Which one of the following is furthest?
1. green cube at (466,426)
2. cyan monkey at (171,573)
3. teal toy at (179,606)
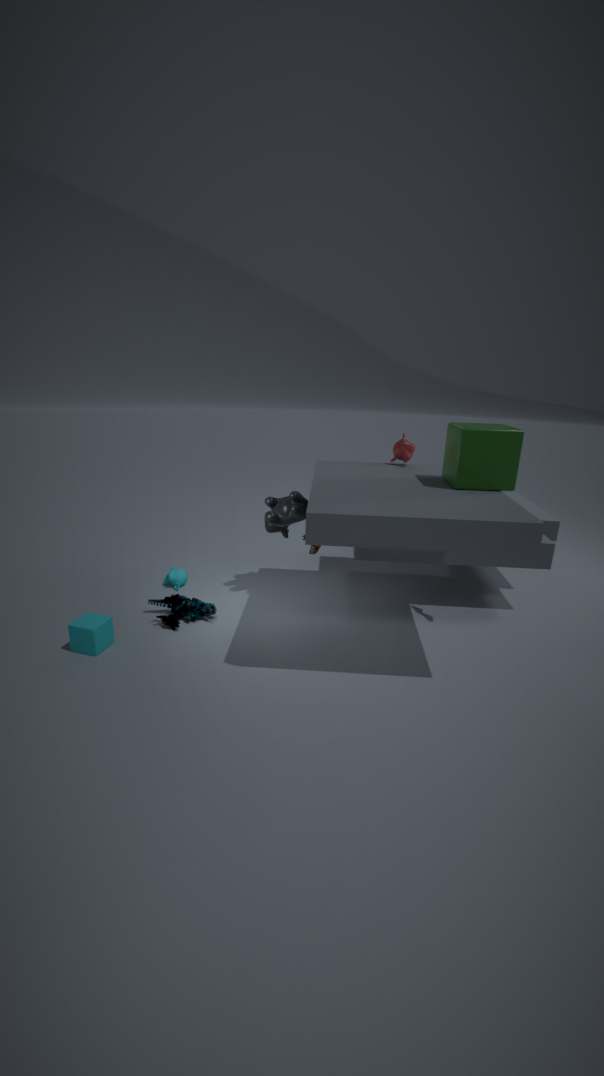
cyan monkey at (171,573)
